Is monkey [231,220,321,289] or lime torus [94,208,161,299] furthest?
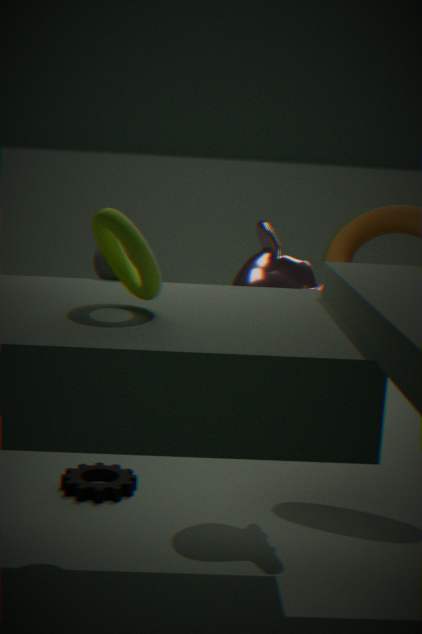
monkey [231,220,321,289]
